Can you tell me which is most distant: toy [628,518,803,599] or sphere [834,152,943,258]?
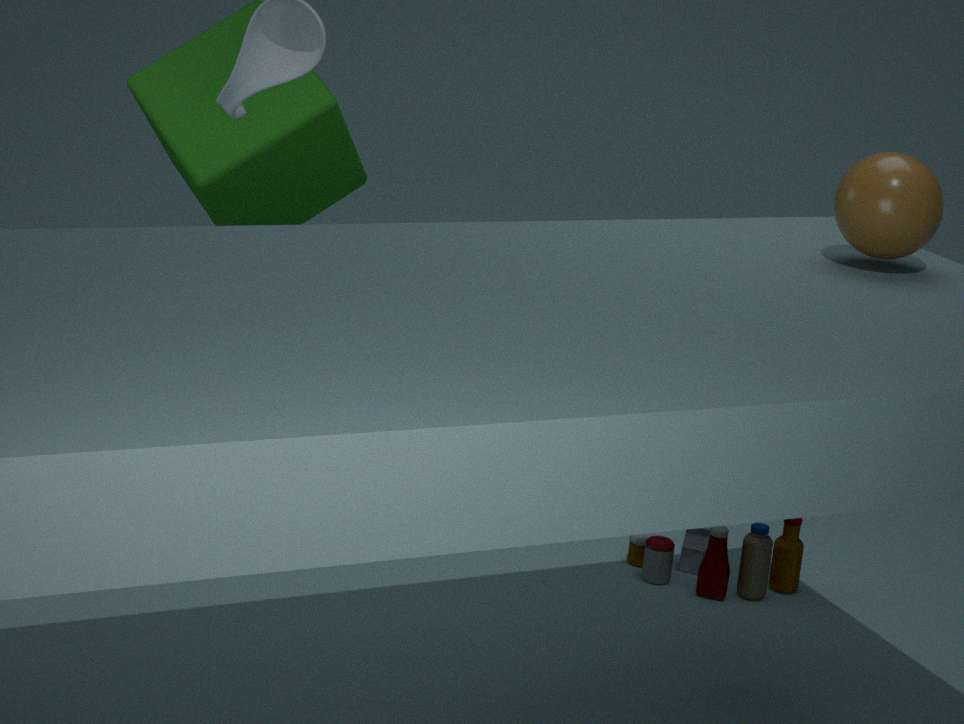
toy [628,518,803,599]
